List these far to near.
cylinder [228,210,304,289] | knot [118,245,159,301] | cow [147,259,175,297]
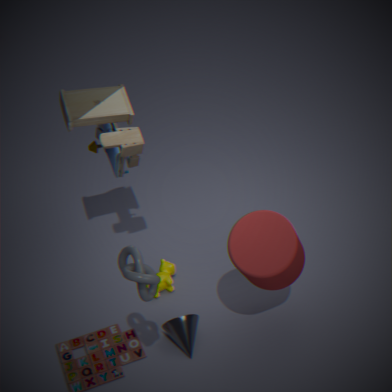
1. cow [147,259,175,297]
2. cylinder [228,210,304,289]
3. knot [118,245,159,301]
